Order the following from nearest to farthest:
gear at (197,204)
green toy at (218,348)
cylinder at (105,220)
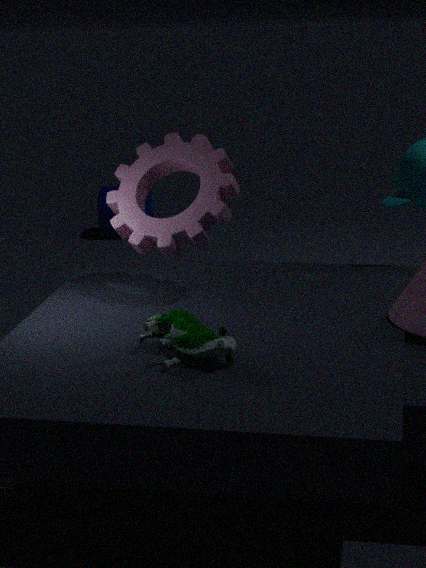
green toy at (218,348)
gear at (197,204)
cylinder at (105,220)
